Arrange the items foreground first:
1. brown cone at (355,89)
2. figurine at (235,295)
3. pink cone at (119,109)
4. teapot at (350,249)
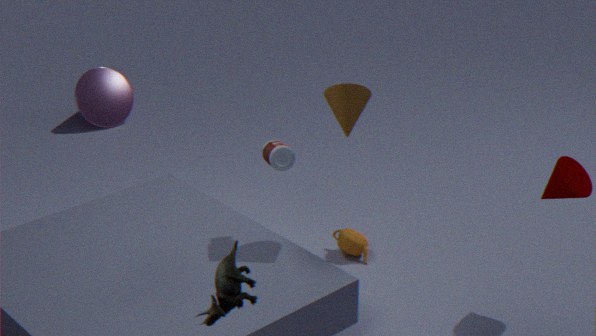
figurine at (235,295) → brown cone at (355,89) → teapot at (350,249) → pink cone at (119,109)
